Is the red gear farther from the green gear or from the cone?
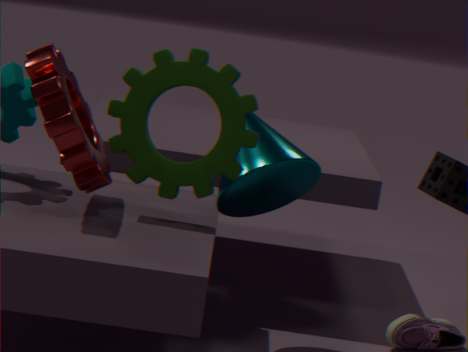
the cone
